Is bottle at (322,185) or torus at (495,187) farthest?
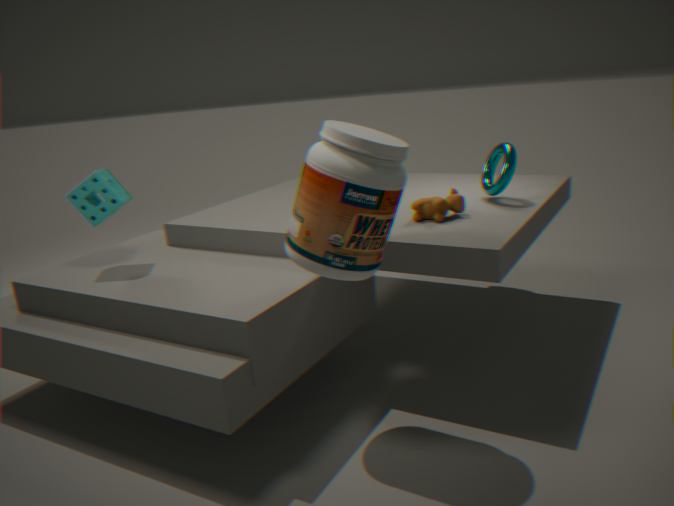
torus at (495,187)
